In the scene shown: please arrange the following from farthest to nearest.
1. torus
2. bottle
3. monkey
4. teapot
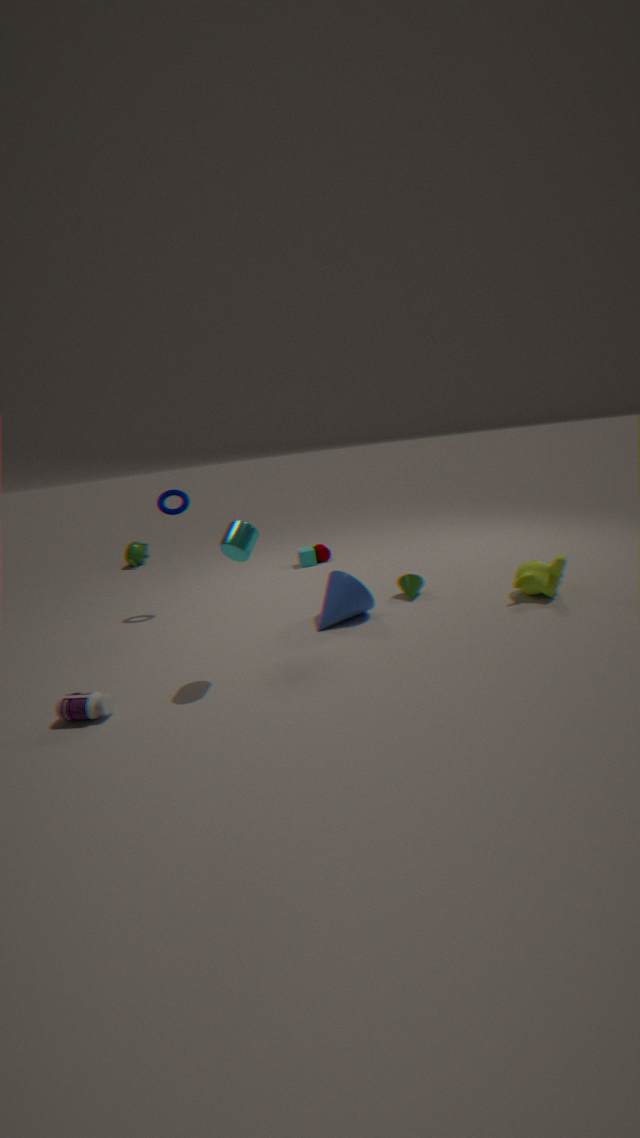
teapot, torus, monkey, bottle
